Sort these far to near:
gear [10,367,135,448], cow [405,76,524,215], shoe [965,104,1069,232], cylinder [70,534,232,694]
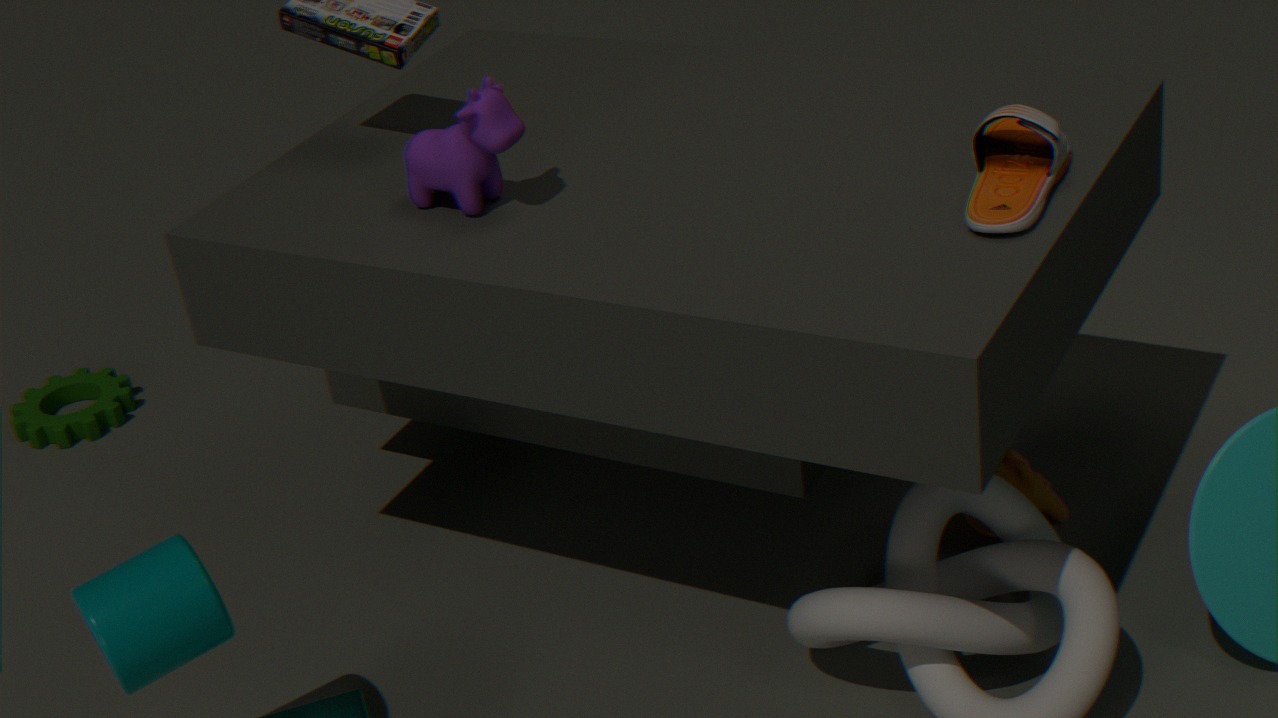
gear [10,367,135,448], cow [405,76,524,215], shoe [965,104,1069,232], cylinder [70,534,232,694]
